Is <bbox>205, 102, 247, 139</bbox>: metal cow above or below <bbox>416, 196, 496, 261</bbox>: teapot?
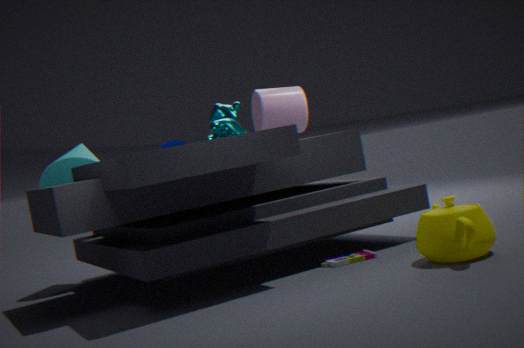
above
